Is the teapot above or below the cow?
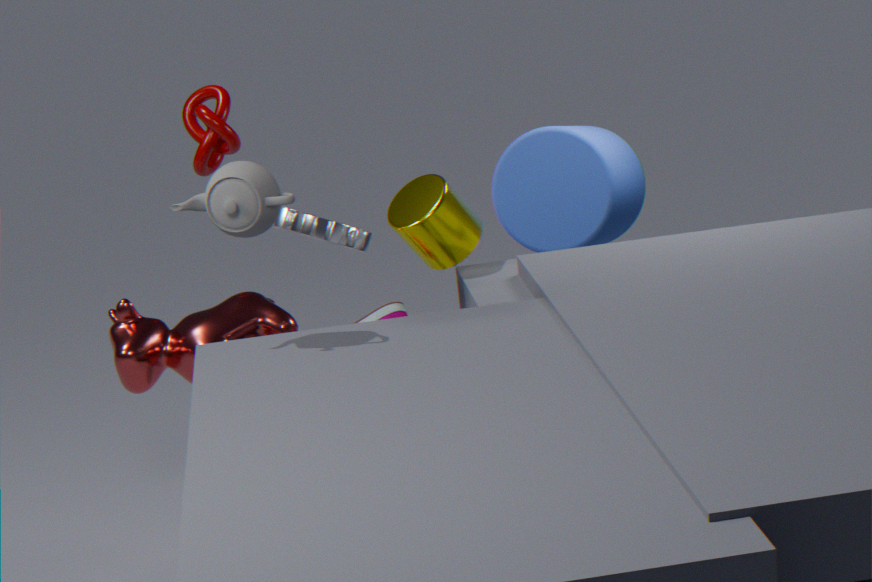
above
